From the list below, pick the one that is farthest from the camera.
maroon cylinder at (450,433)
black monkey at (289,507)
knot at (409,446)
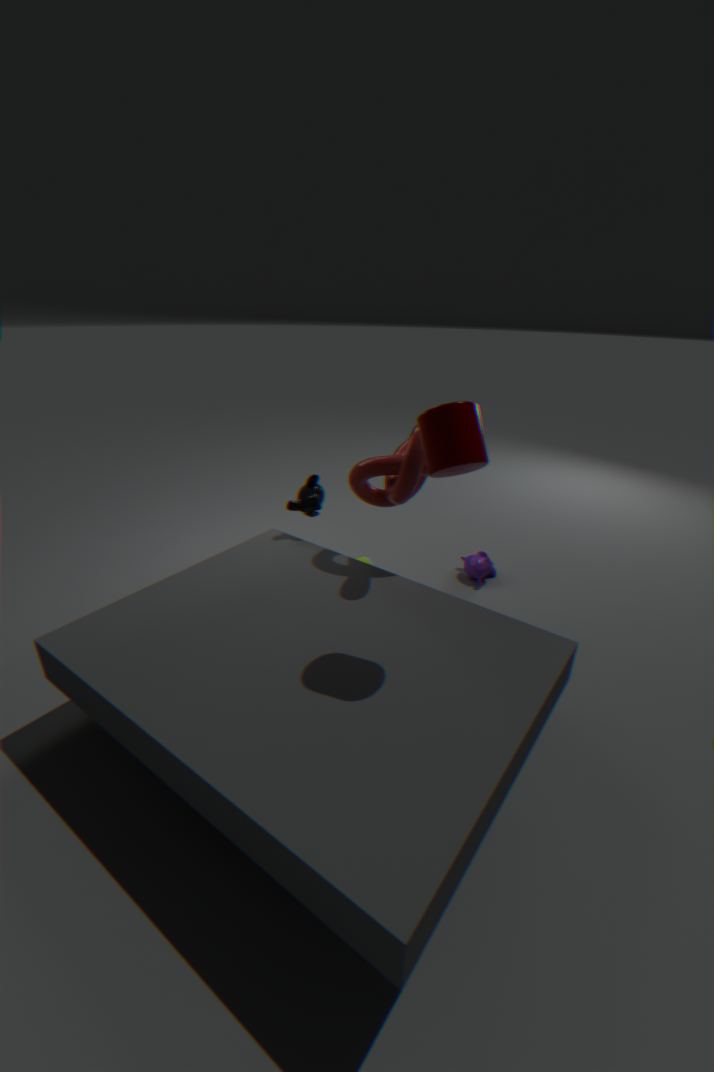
black monkey at (289,507)
